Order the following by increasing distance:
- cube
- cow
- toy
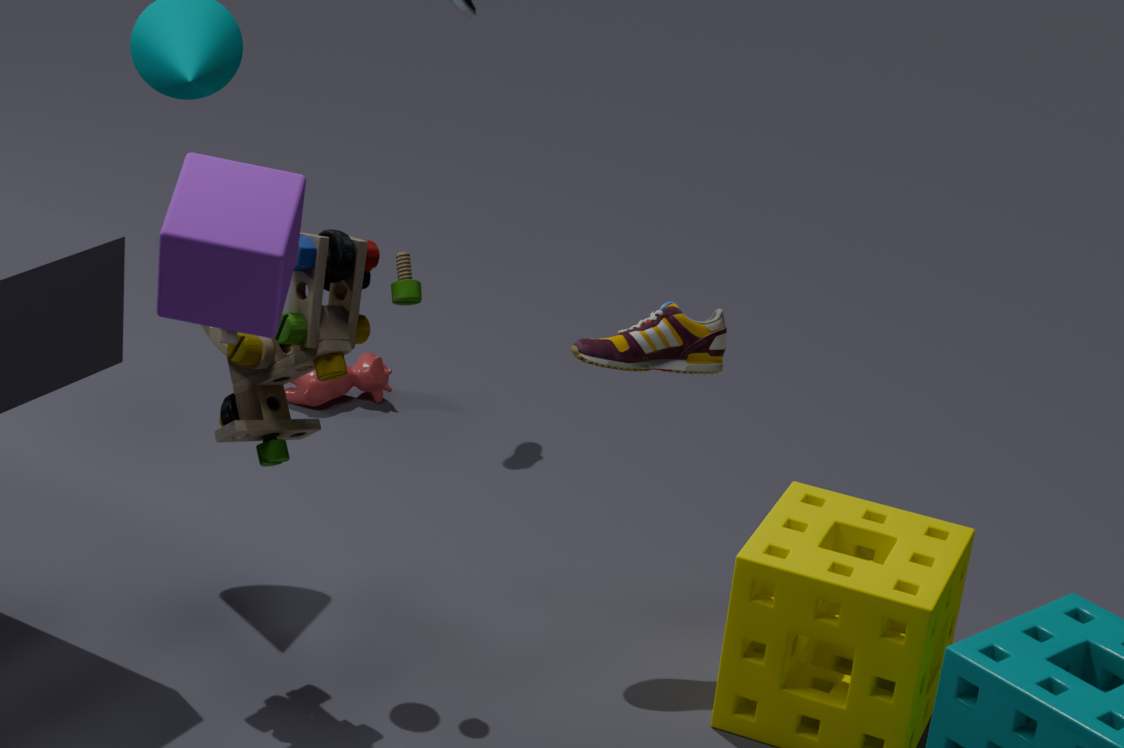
cube → toy → cow
